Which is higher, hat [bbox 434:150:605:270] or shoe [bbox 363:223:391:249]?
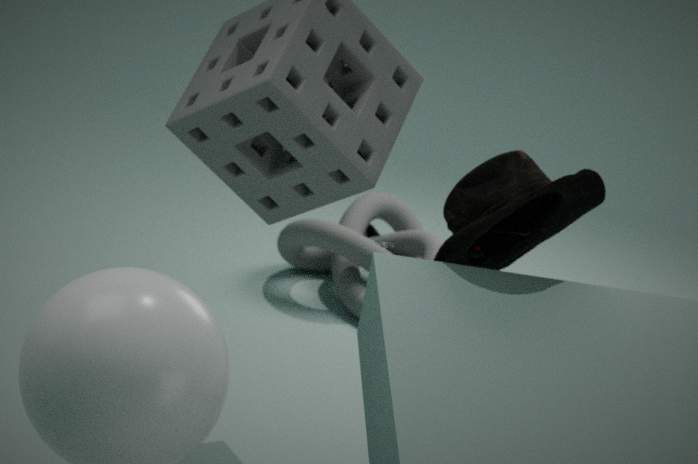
hat [bbox 434:150:605:270]
